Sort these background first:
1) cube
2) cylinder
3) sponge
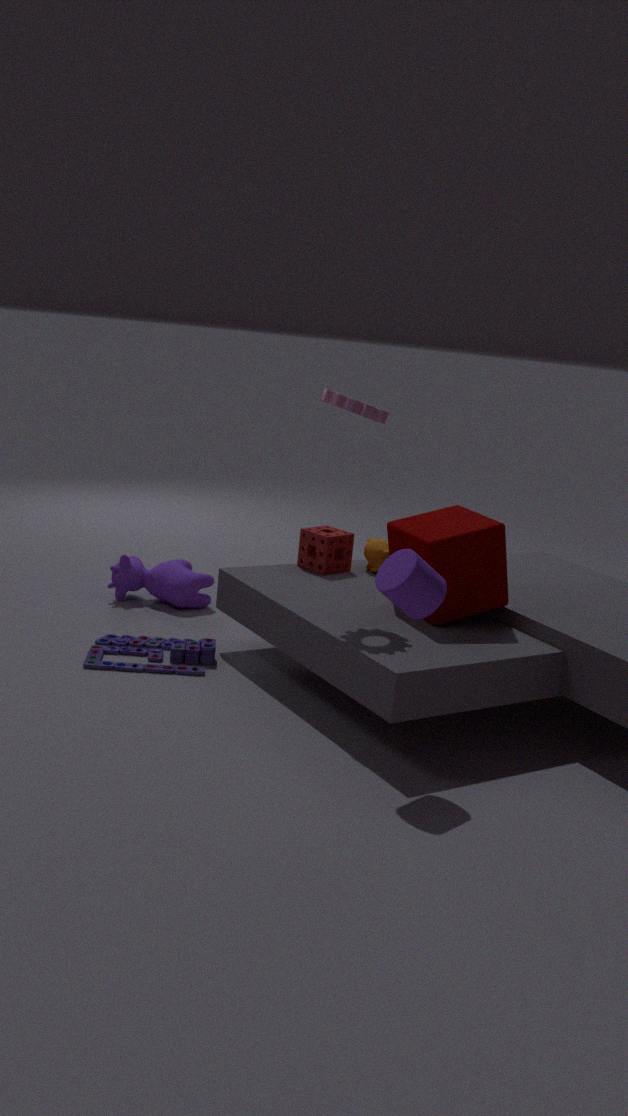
3. sponge → 1. cube → 2. cylinder
